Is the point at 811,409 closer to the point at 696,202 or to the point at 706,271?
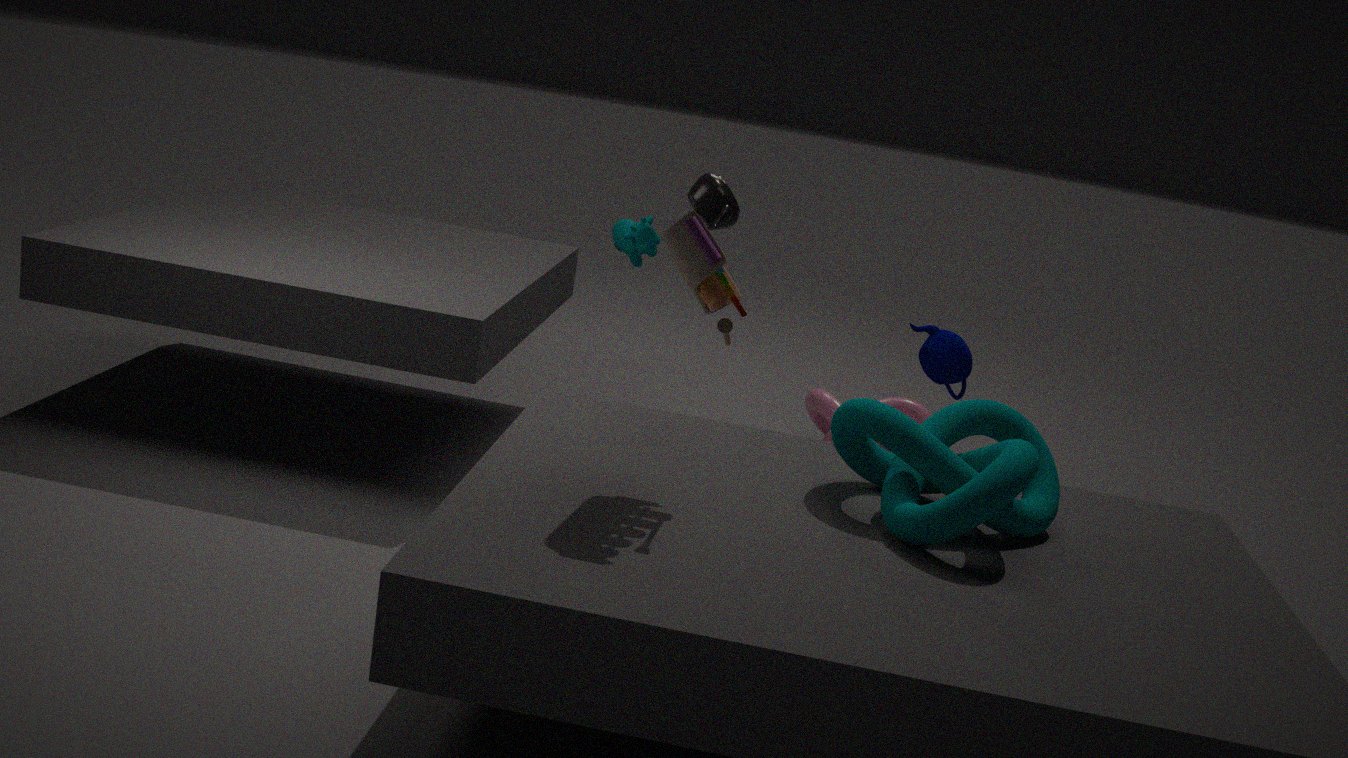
the point at 696,202
